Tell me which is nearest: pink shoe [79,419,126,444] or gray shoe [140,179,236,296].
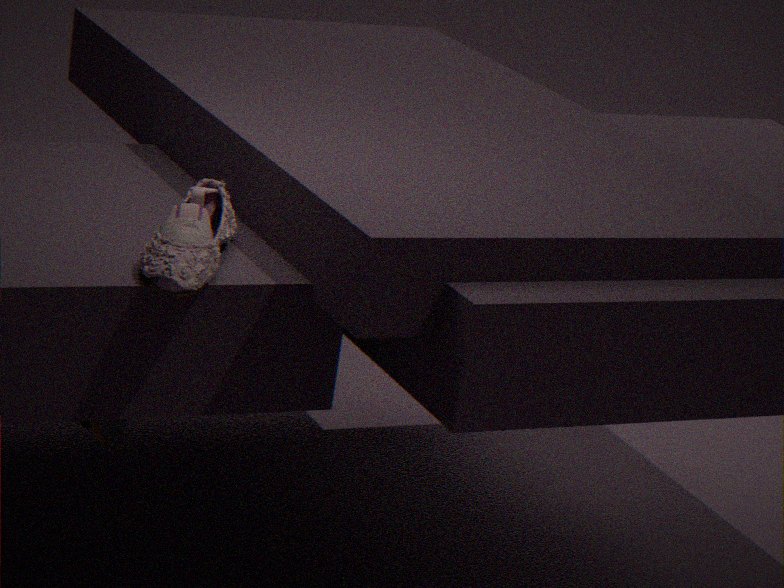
gray shoe [140,179,236,296]
